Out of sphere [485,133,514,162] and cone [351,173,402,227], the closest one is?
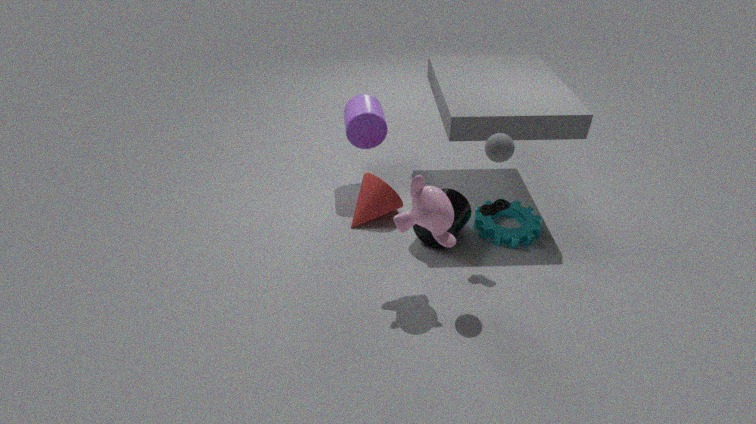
sphere [485,133,514,162]
